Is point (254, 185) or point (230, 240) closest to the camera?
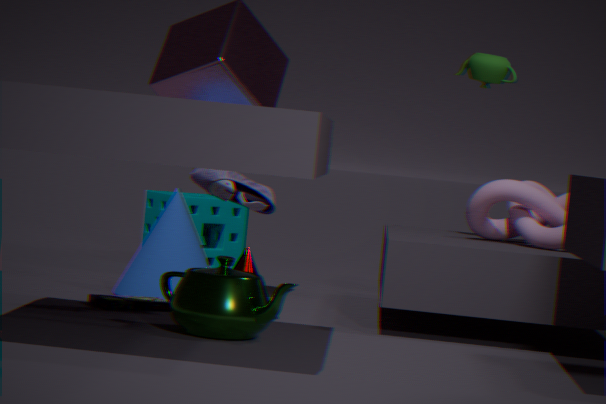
point (254, 185)
